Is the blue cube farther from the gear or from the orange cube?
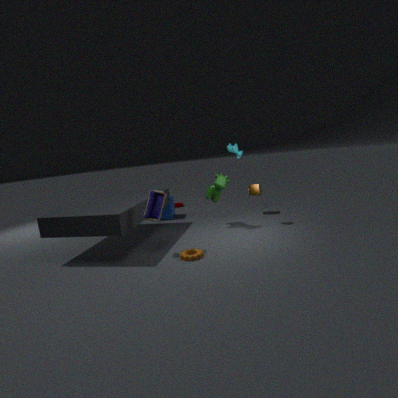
the gear
